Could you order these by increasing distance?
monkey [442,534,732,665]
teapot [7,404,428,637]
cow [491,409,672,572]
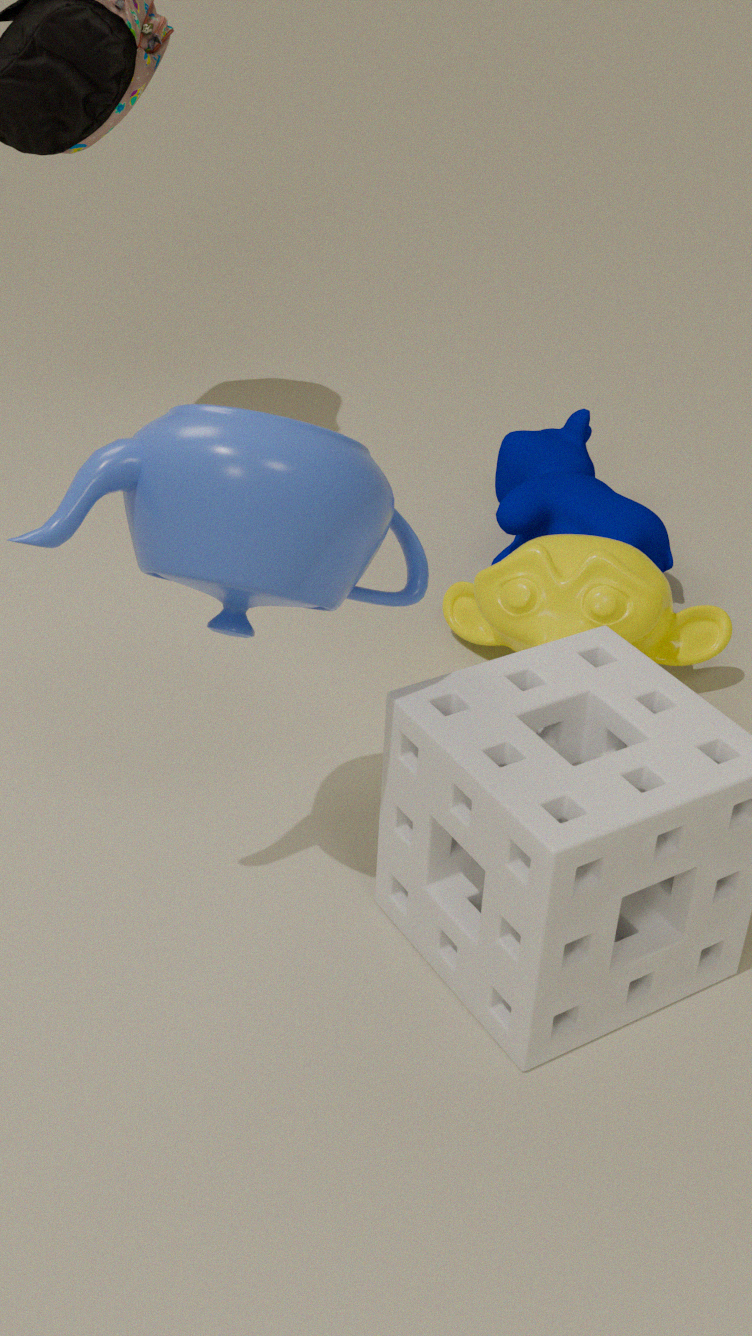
teapot [7,404,428,637]
monkey [442,534,732,665]
cow [491,409,672,572]
